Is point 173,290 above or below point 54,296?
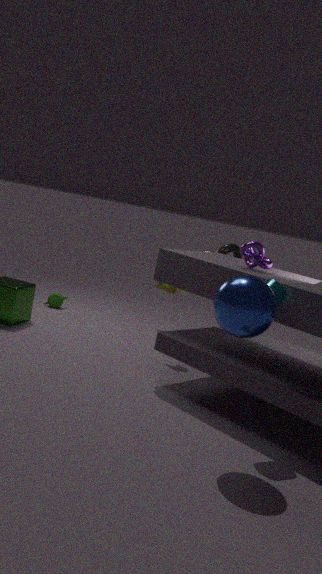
above
